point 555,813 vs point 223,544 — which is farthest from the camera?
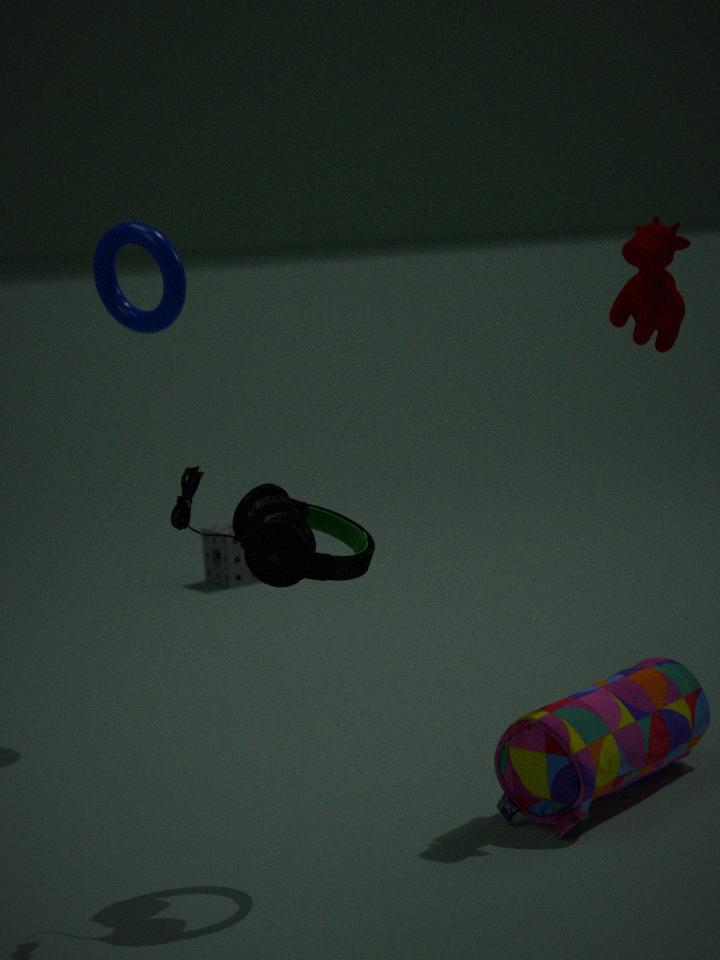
point 223,544
